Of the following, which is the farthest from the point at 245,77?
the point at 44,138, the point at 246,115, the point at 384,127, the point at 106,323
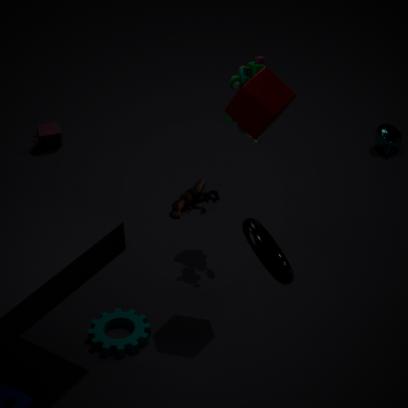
the point at 44,138
